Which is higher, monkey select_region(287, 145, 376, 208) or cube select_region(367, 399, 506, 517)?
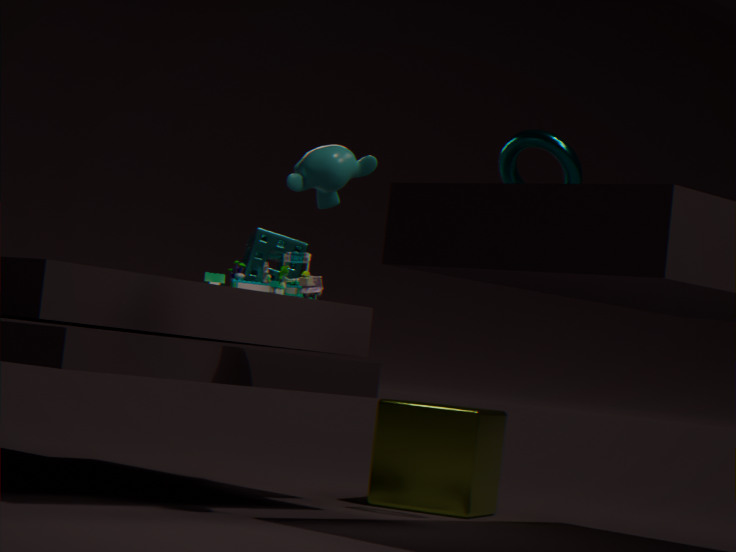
monkey select_region(287, 145, 376, 208)
